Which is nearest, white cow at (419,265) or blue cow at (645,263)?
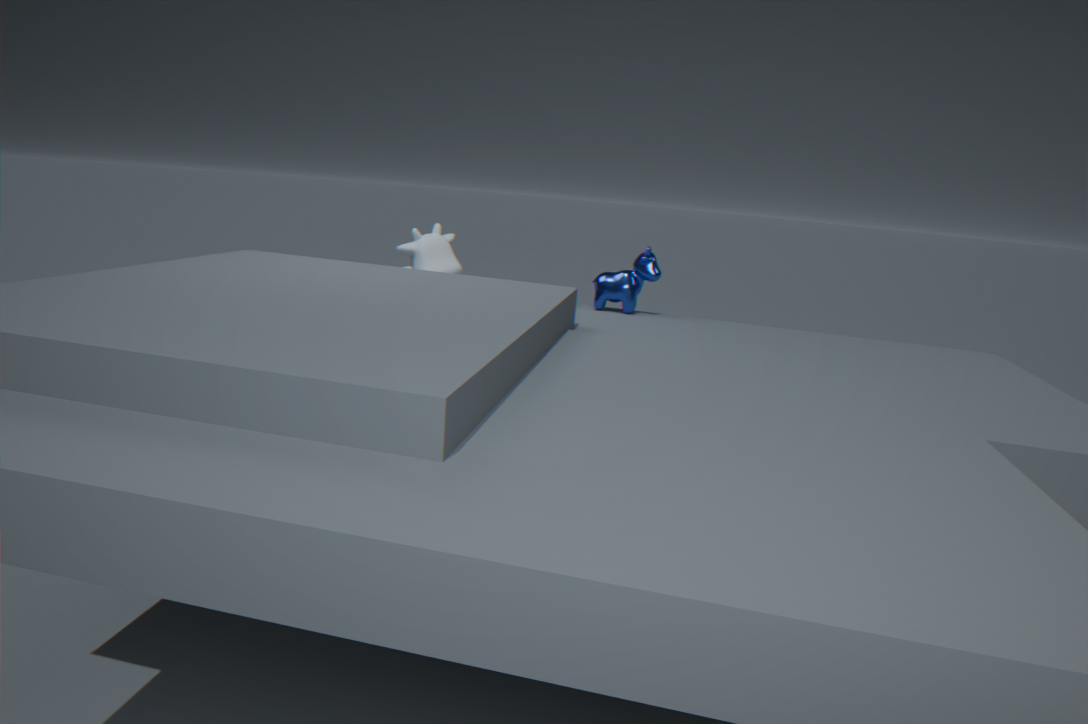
blue cow at (645,263)
